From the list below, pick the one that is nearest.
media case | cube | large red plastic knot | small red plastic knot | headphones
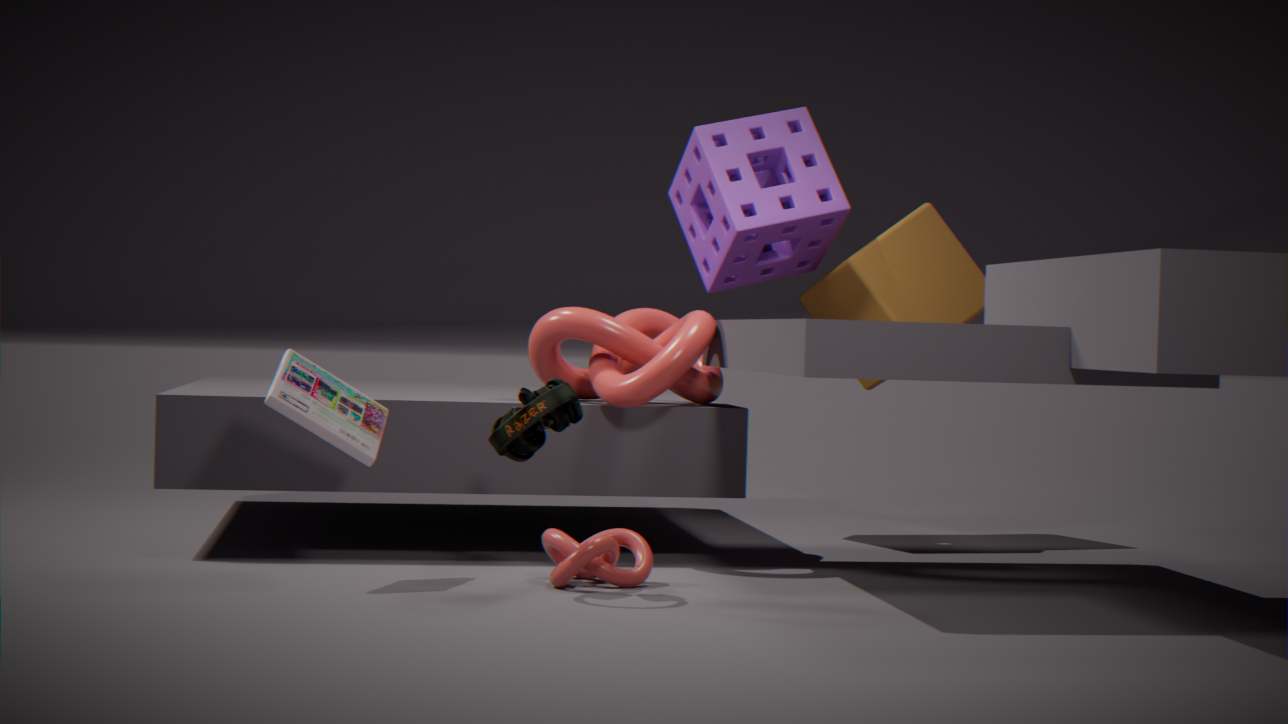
headphones
